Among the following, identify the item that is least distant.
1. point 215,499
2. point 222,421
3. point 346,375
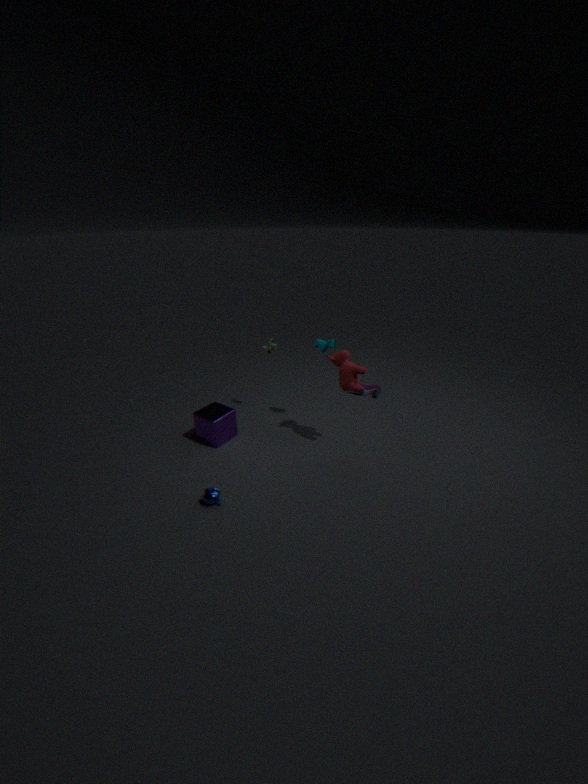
point 215,499
